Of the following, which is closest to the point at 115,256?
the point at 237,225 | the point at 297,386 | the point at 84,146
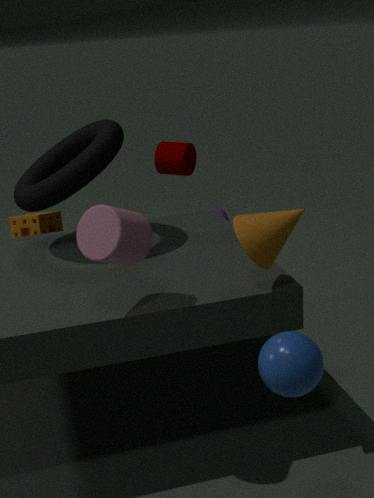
the point at 237,225
